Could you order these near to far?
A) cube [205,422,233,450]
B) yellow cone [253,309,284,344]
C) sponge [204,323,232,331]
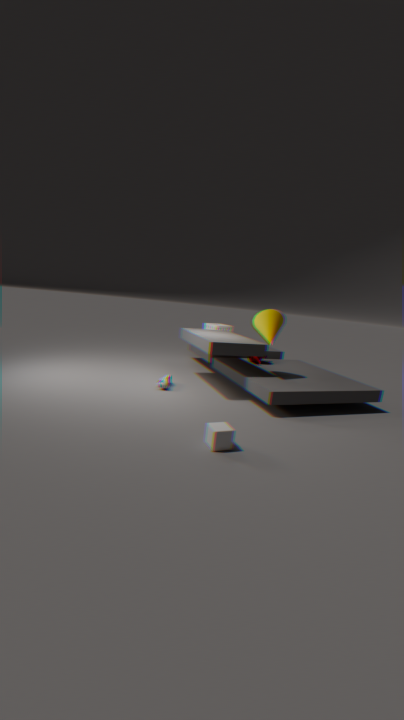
cube [205,422,233,450], yellow cone [253,309,284,344], sponge [204,323,232,331]
